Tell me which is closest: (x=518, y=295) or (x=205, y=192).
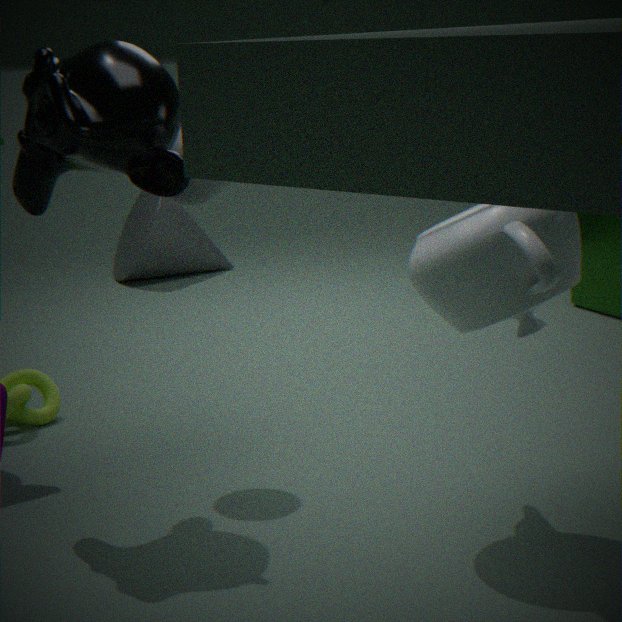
(x=518, y=295)
